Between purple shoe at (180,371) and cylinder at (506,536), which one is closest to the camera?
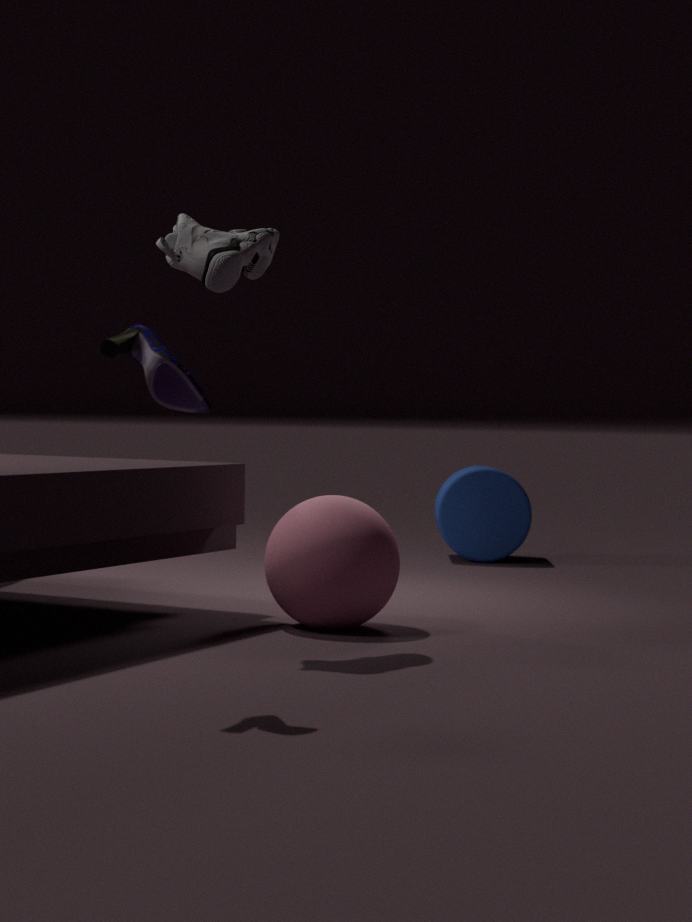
purple shoe at (180,371)
